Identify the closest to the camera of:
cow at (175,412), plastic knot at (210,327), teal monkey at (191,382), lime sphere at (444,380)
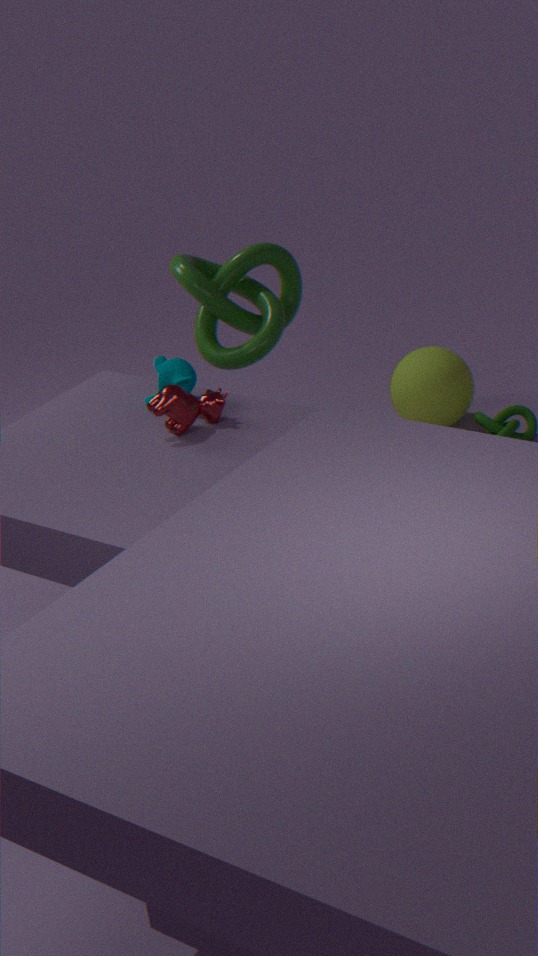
cow at (175,412)
